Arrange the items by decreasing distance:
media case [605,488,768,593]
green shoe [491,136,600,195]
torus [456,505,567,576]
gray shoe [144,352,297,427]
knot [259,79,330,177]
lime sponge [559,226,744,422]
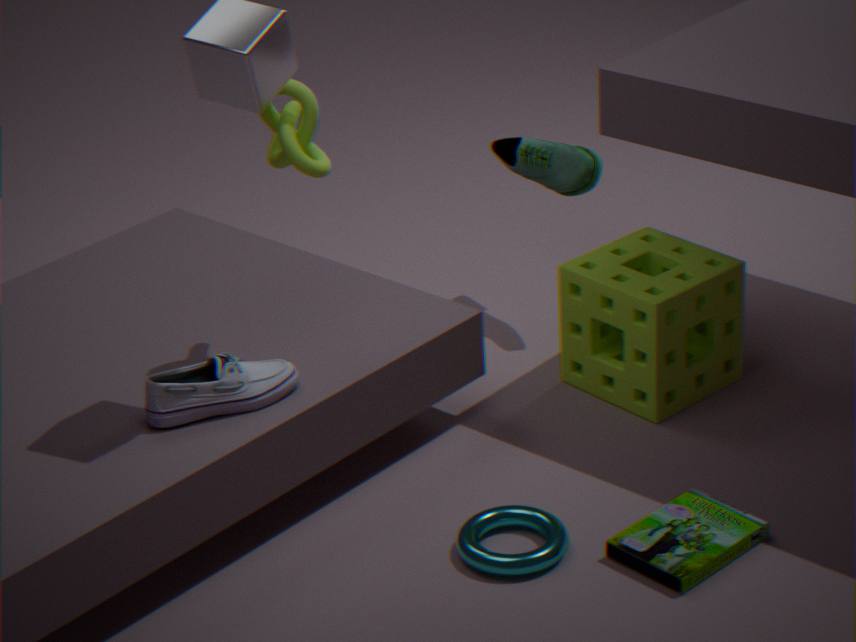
green shoe [491,136,600,195] → lime sponge [559,226,744,422] → knot [259,79,330,177] → gray shoe [144,352,297,427] → torus [456,505,567,576] → media case [605,488,768,593]
